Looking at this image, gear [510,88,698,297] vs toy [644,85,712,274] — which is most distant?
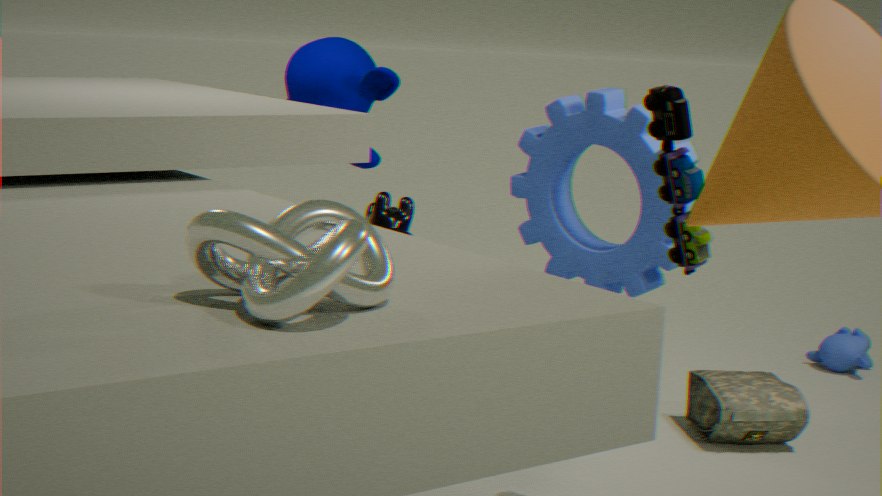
gear [510,88,698,297]
